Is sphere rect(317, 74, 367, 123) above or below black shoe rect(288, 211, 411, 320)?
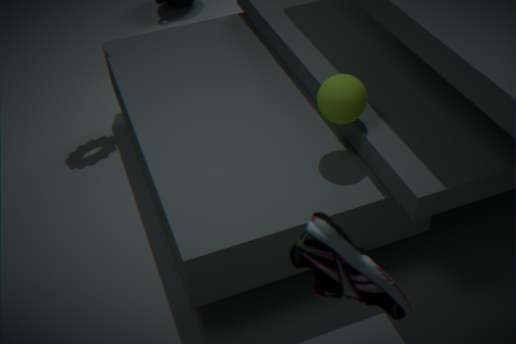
below
